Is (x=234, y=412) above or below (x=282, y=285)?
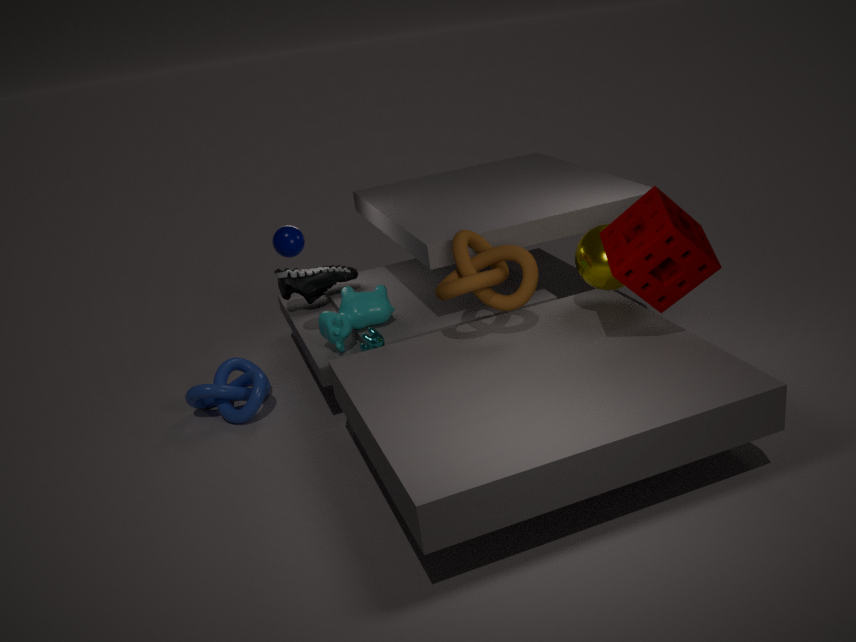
below
